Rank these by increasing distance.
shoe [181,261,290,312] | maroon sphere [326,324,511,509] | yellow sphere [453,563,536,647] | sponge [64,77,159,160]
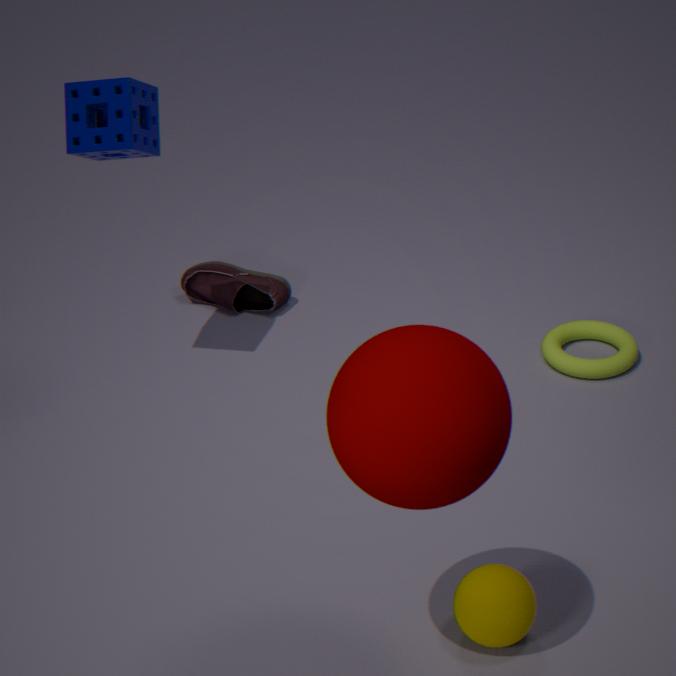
maroon sphere [326,324,511,509], yellow sphere [453,563,536,647], sponge [64,77,159,160], shoe [181,261,290,312]
